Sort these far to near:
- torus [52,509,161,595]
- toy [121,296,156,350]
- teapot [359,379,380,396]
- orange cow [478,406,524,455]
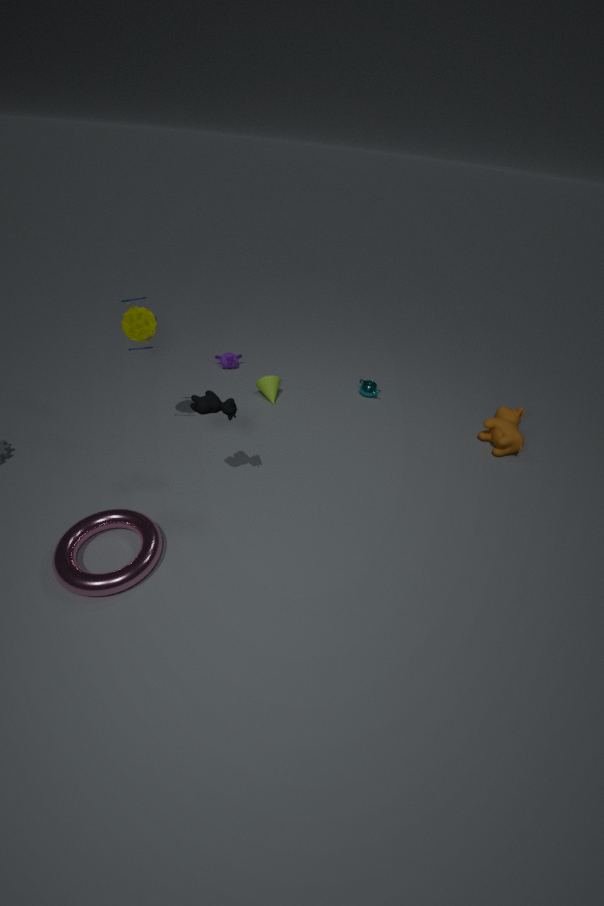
teapot [359,379,380,396] → orange cow [478,406,524,455] → toy [121,296,156,350] → torus [52,509,161,595]
